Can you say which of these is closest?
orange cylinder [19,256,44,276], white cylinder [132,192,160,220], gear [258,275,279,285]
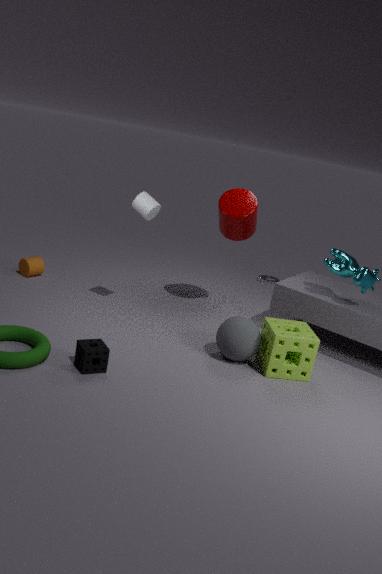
white cylinder [132,192,160,220]
